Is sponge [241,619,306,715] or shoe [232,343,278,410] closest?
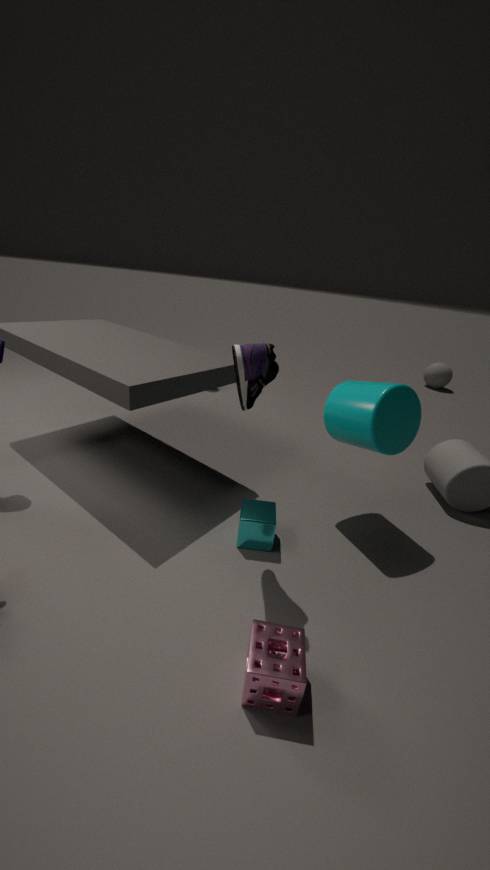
sponge [241,619,306,715]
